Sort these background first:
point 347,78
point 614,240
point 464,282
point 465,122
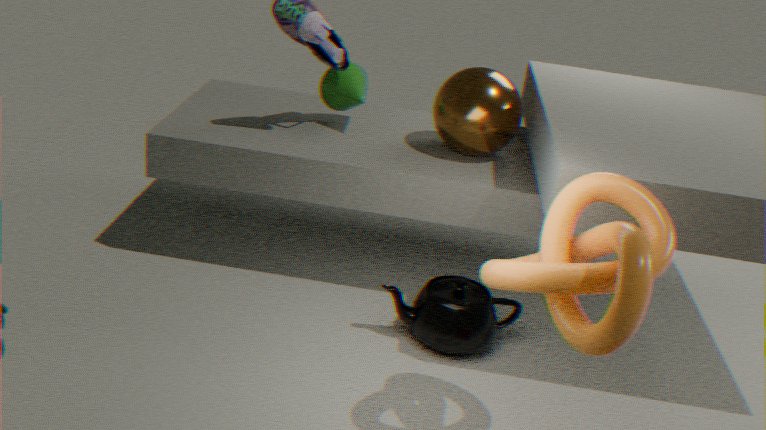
point 347,78, point 465,122, point 464,282, point 614,240
